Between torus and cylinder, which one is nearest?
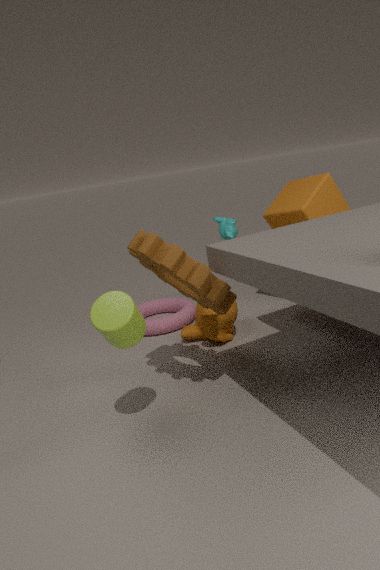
cylinder
